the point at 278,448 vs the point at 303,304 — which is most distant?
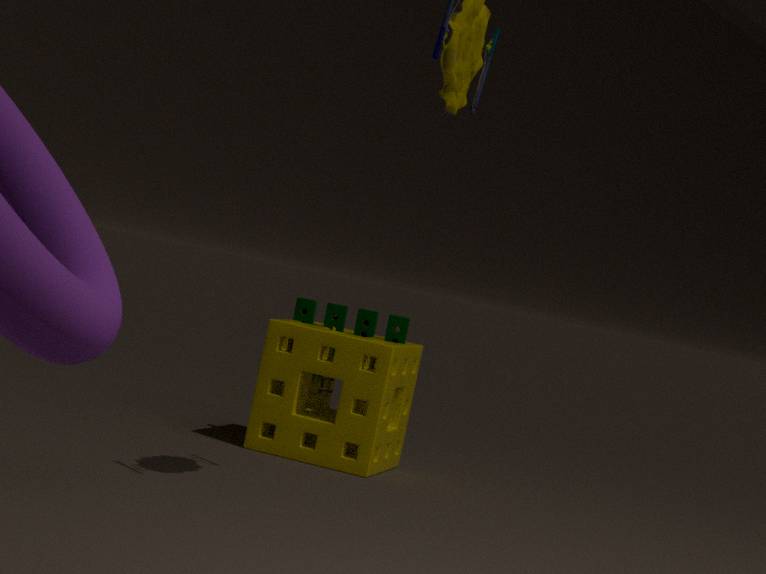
the point at 303,304
